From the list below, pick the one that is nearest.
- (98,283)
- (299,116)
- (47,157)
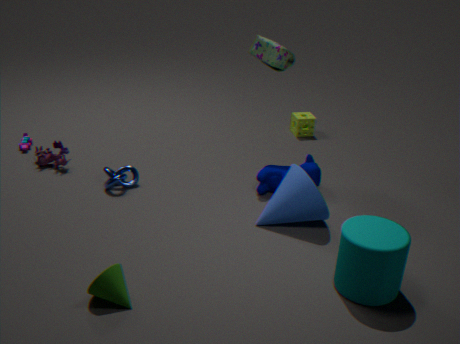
(98,283)
